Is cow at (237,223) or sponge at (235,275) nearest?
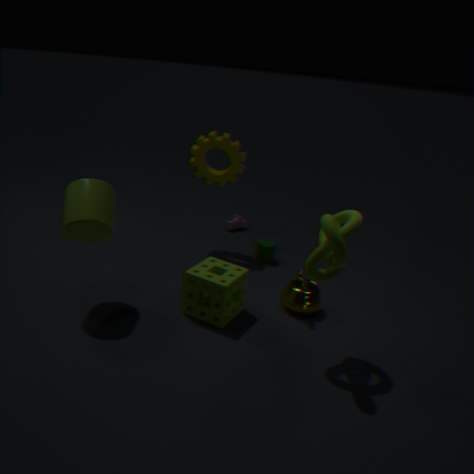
sponge at (235,275)
